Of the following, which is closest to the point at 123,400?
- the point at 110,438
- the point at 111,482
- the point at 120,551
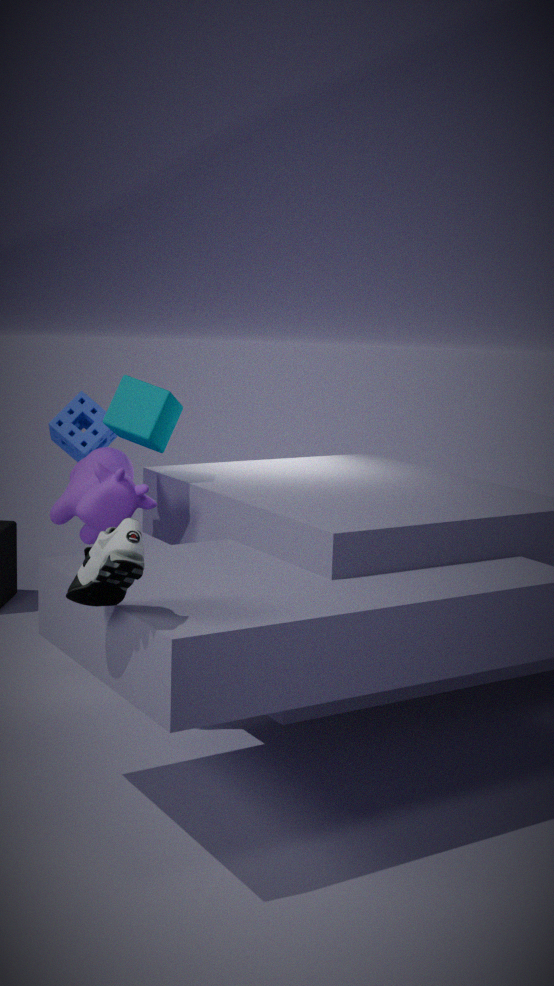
the point at 111,482
